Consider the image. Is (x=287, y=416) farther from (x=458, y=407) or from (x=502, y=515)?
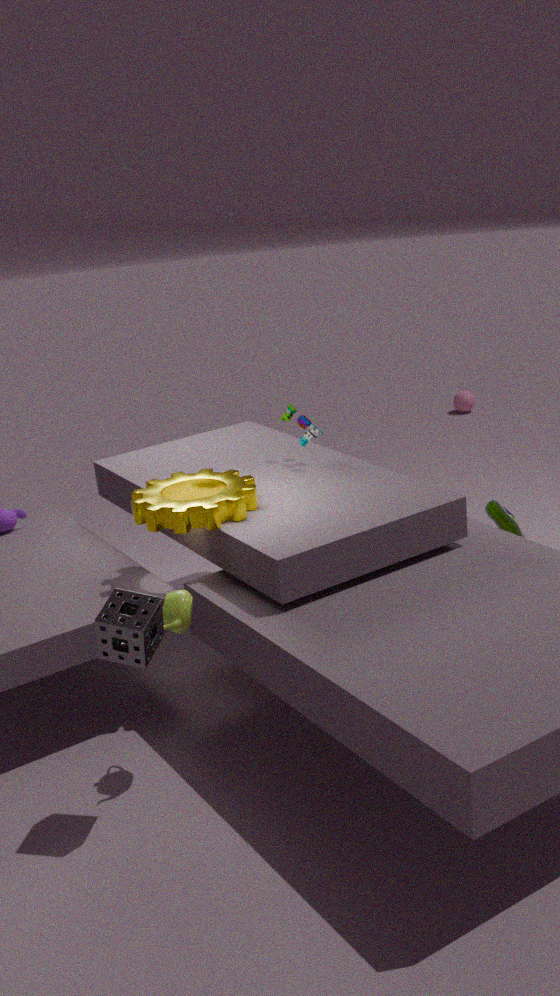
(x=458, y=407)
